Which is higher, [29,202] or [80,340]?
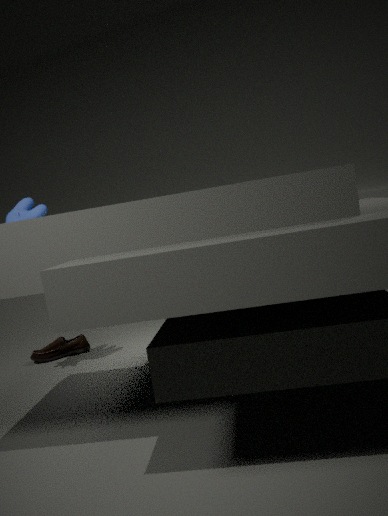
[29,202]
